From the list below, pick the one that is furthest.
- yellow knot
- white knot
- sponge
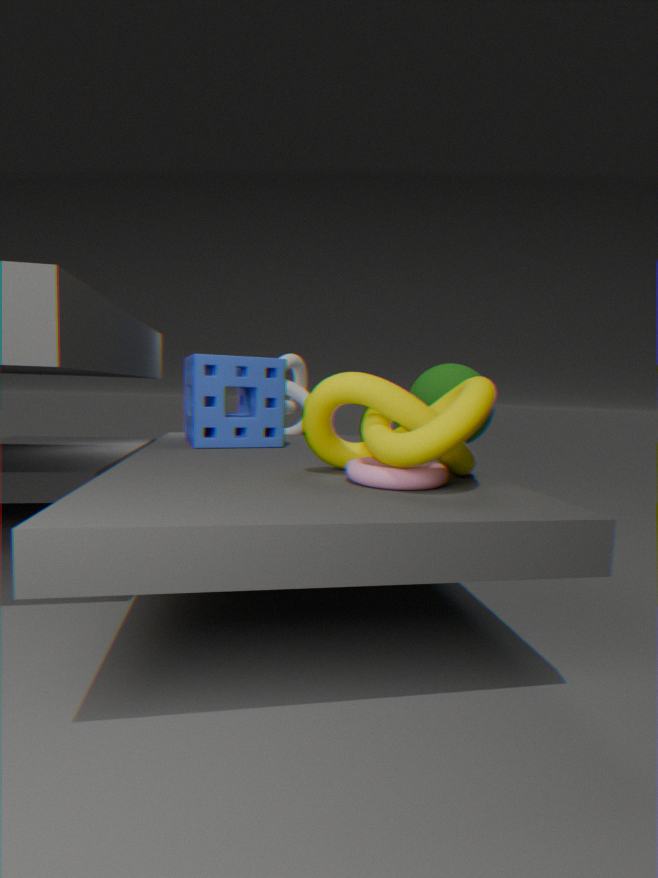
white knot
